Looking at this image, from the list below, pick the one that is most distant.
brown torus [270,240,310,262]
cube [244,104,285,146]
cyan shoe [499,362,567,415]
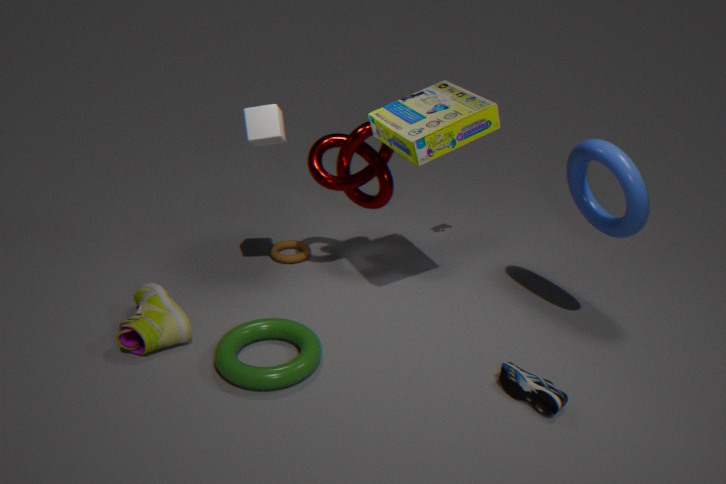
brown torus [270,240,310,262]
